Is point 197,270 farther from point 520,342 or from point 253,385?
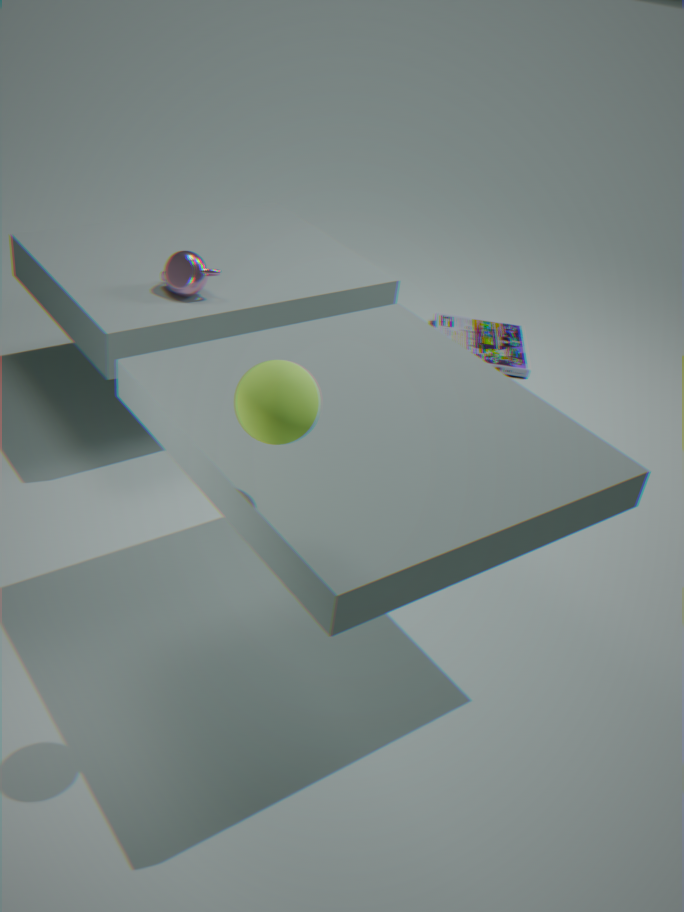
point 520,342
